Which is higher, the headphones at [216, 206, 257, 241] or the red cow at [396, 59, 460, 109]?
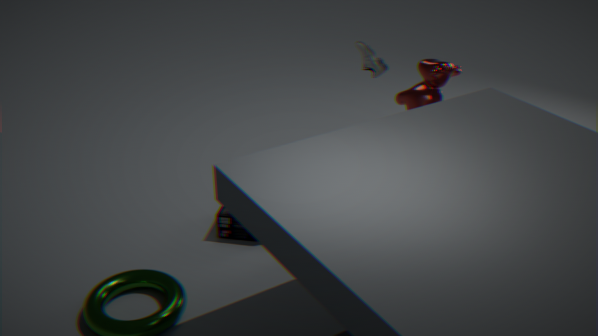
the red cow at [396, 59, 460, 109]
